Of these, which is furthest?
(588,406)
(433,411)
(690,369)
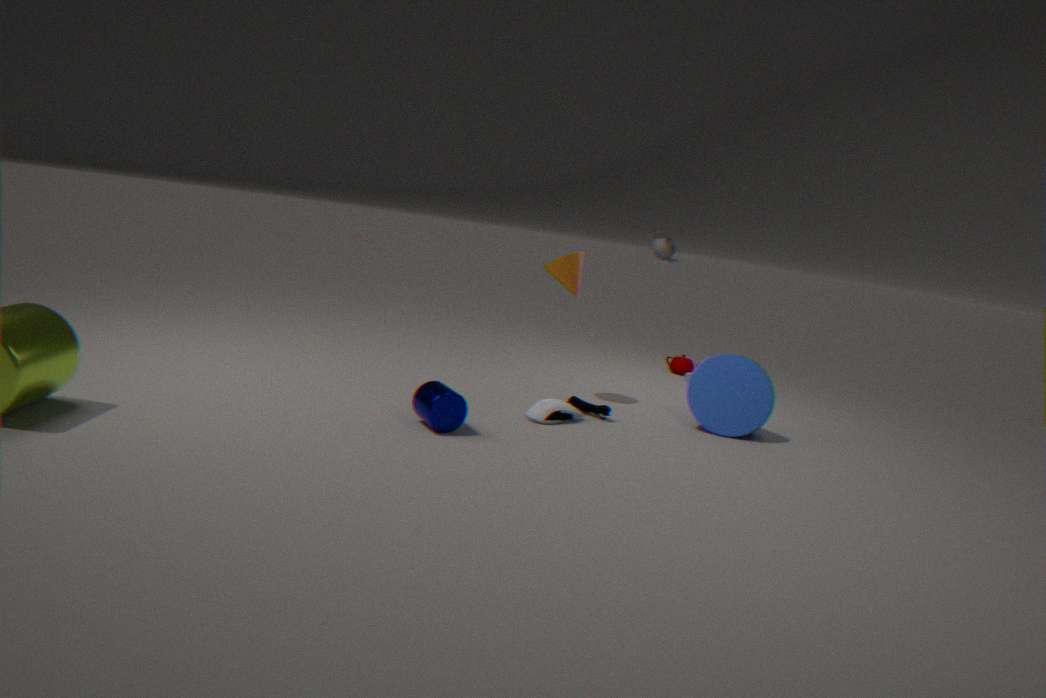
(690,369)
